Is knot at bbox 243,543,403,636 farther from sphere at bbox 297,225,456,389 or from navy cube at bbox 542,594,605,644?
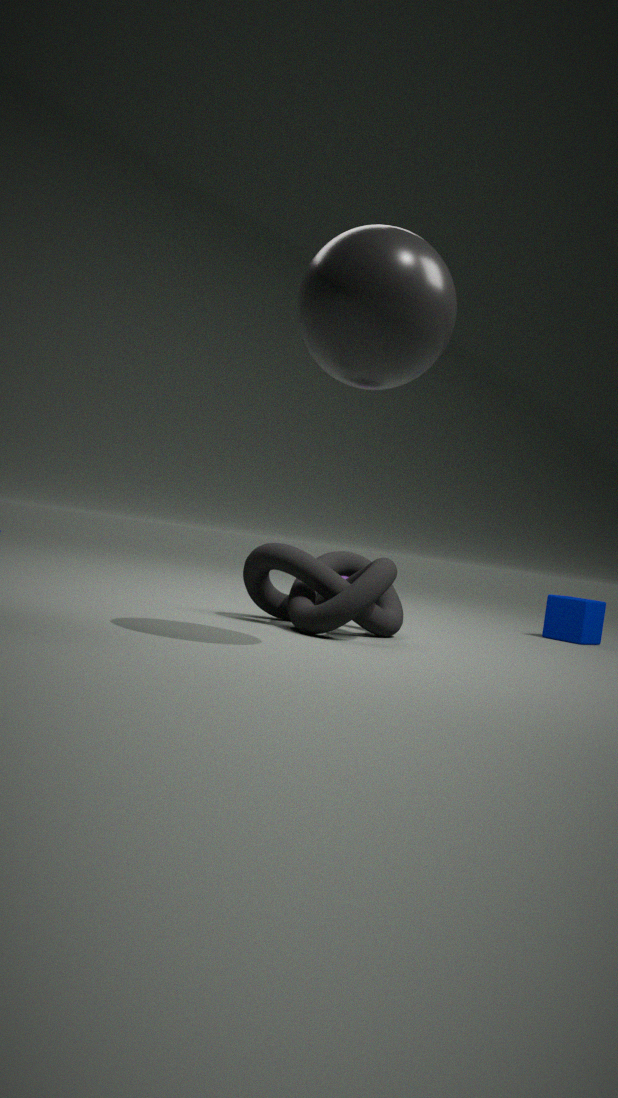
navy cube at bbox 542,594,605,644
